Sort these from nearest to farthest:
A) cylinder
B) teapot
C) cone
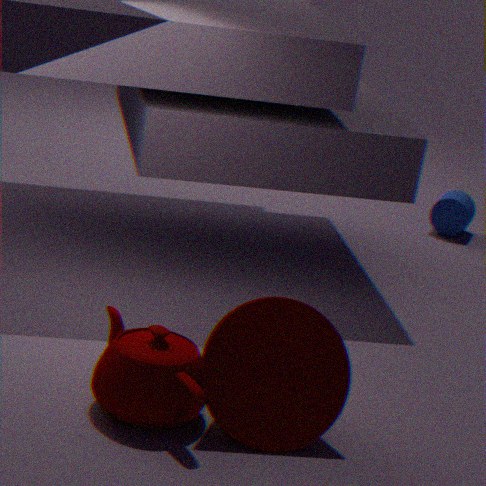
teapot
cone
cylinder
